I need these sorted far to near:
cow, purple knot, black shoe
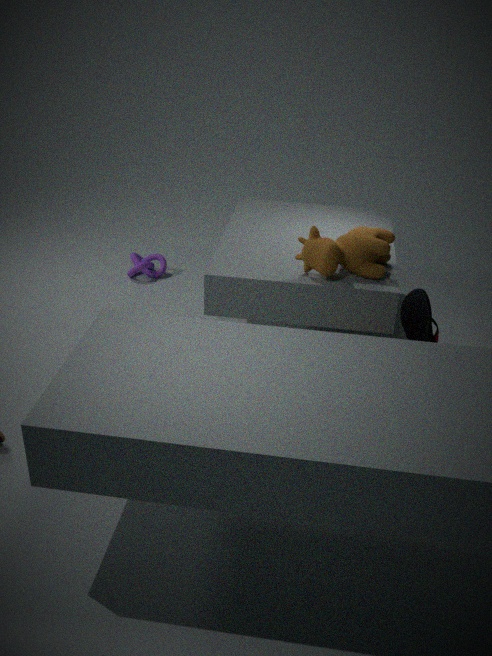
1. purple knot
2. cow
3. black shoe
